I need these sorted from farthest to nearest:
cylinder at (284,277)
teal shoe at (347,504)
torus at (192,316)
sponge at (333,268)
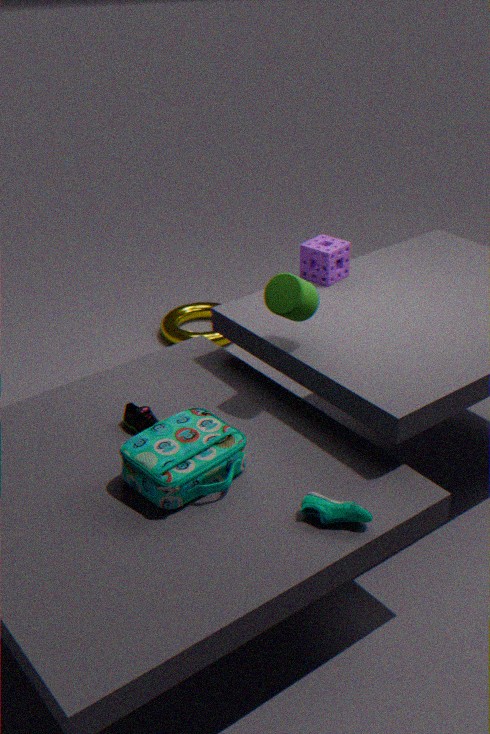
1. torus at (192,316)
2. sponge at (333,268)
3. cylinder at (284,277)
4. teal shoe at (347,504)
